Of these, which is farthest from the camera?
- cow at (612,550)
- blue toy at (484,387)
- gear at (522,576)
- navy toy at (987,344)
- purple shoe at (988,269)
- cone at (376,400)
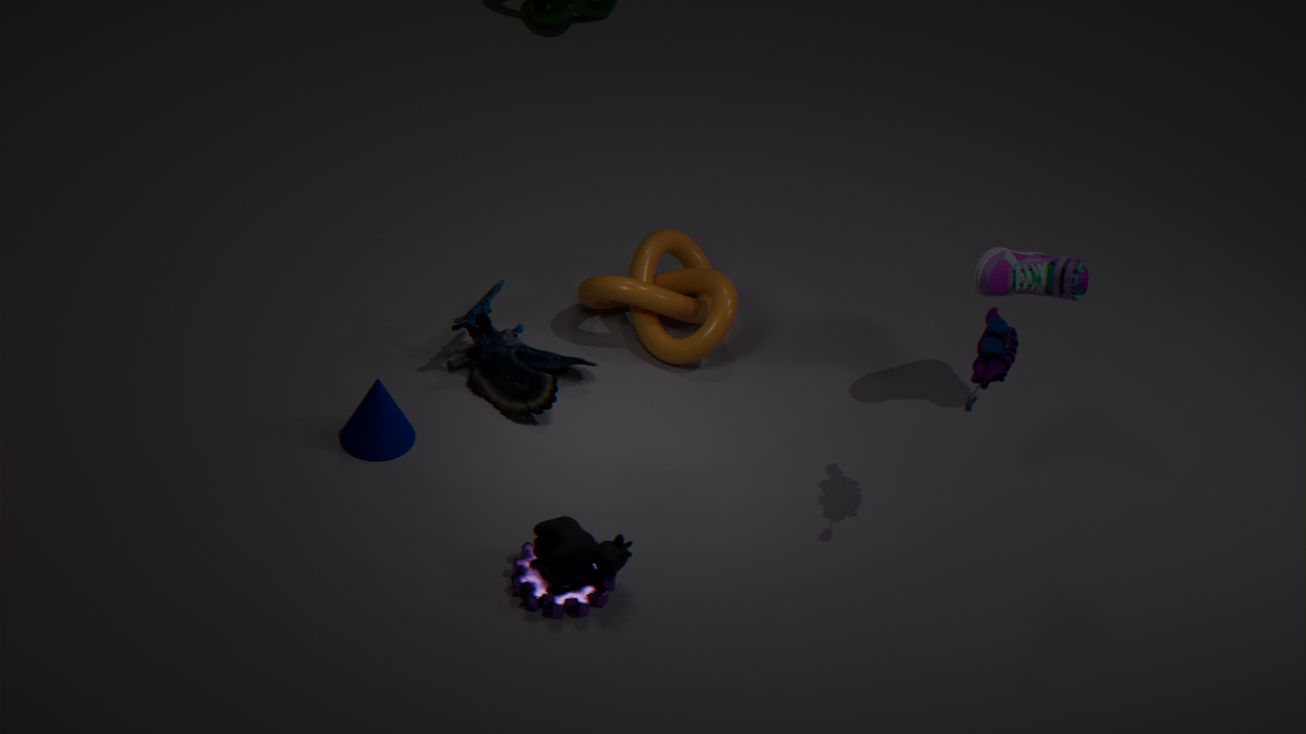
purple shoe at (988,269)
